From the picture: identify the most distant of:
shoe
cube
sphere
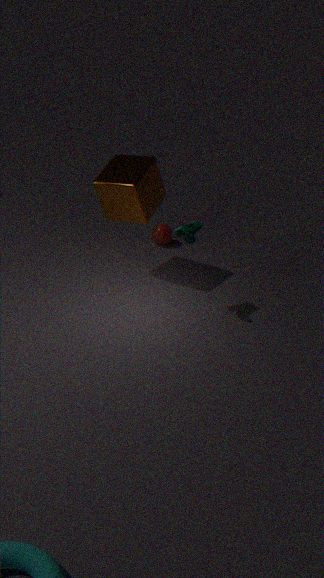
sphere
